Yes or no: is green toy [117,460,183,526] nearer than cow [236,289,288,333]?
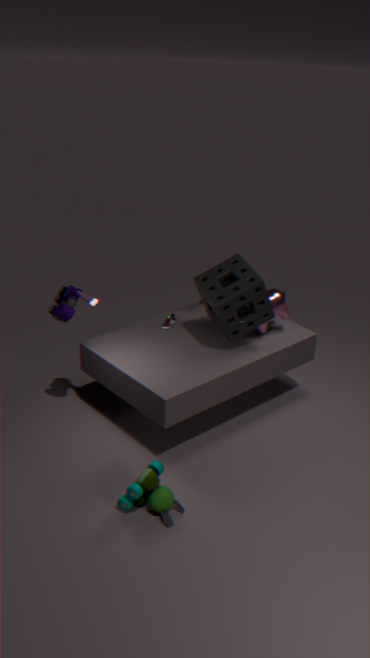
Yes
